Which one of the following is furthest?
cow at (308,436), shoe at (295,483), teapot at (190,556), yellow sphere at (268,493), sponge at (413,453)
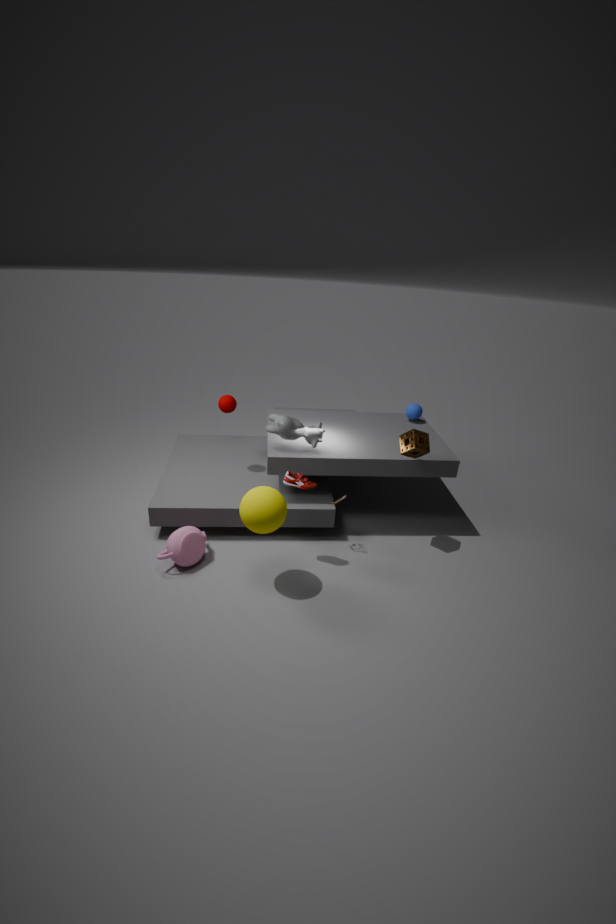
cow at (308,436)
